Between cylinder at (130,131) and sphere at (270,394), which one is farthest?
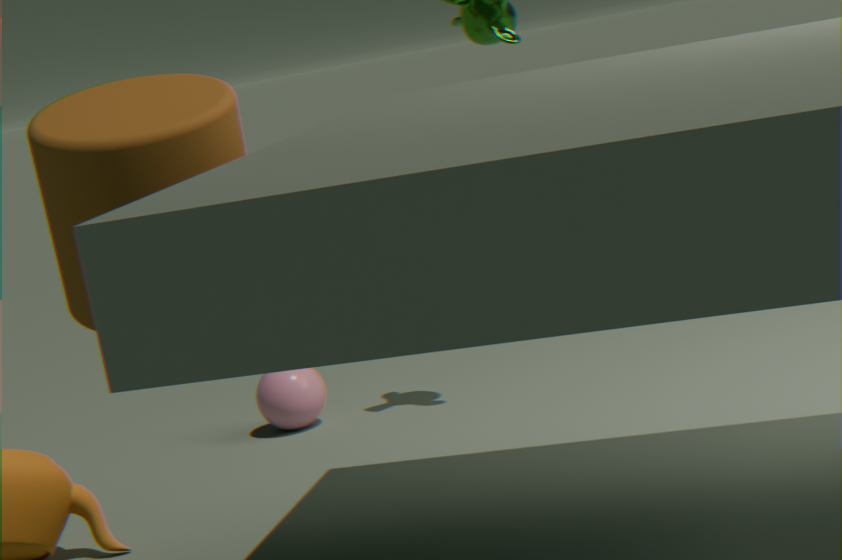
sphere at (270,394)
